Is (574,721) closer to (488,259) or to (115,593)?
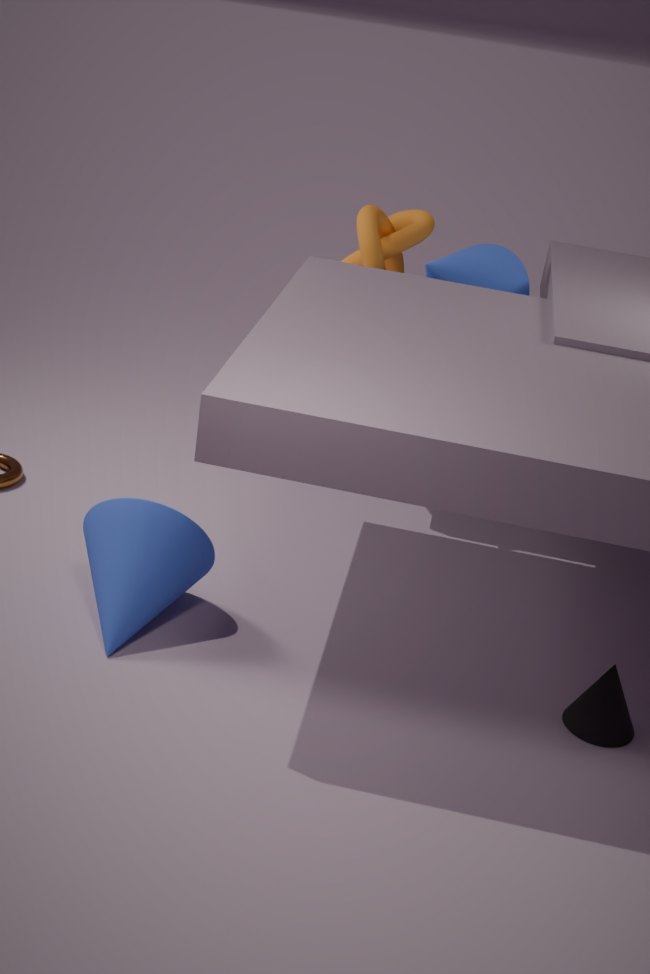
(115,593)
